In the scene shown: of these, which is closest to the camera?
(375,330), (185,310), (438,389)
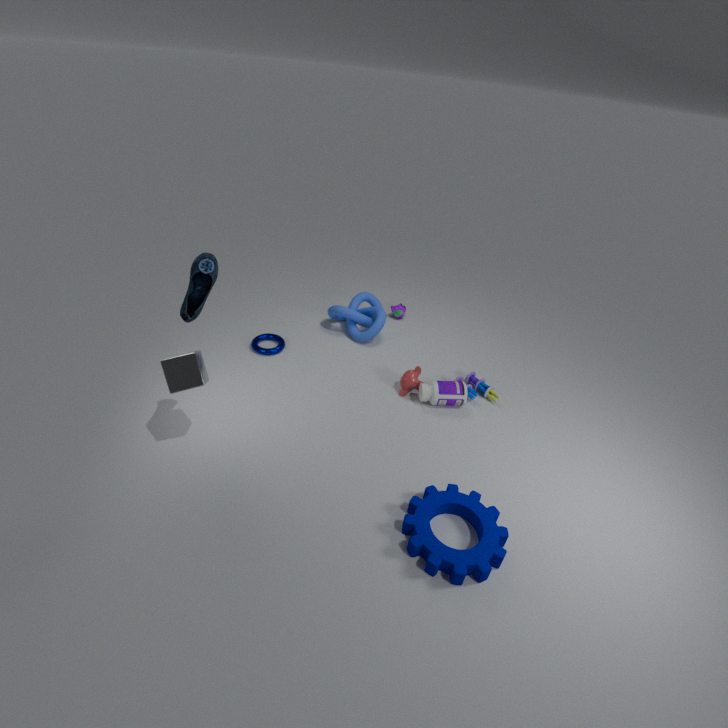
(185,310)
